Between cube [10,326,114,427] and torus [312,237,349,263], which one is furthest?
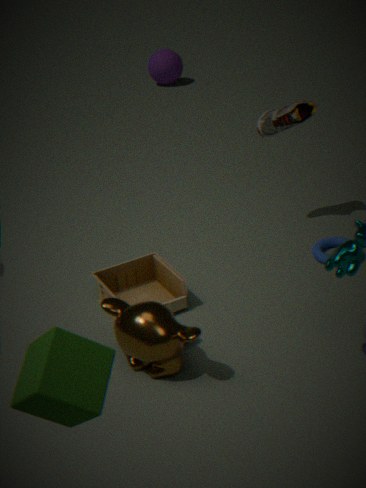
torus [312,237,349,263]
